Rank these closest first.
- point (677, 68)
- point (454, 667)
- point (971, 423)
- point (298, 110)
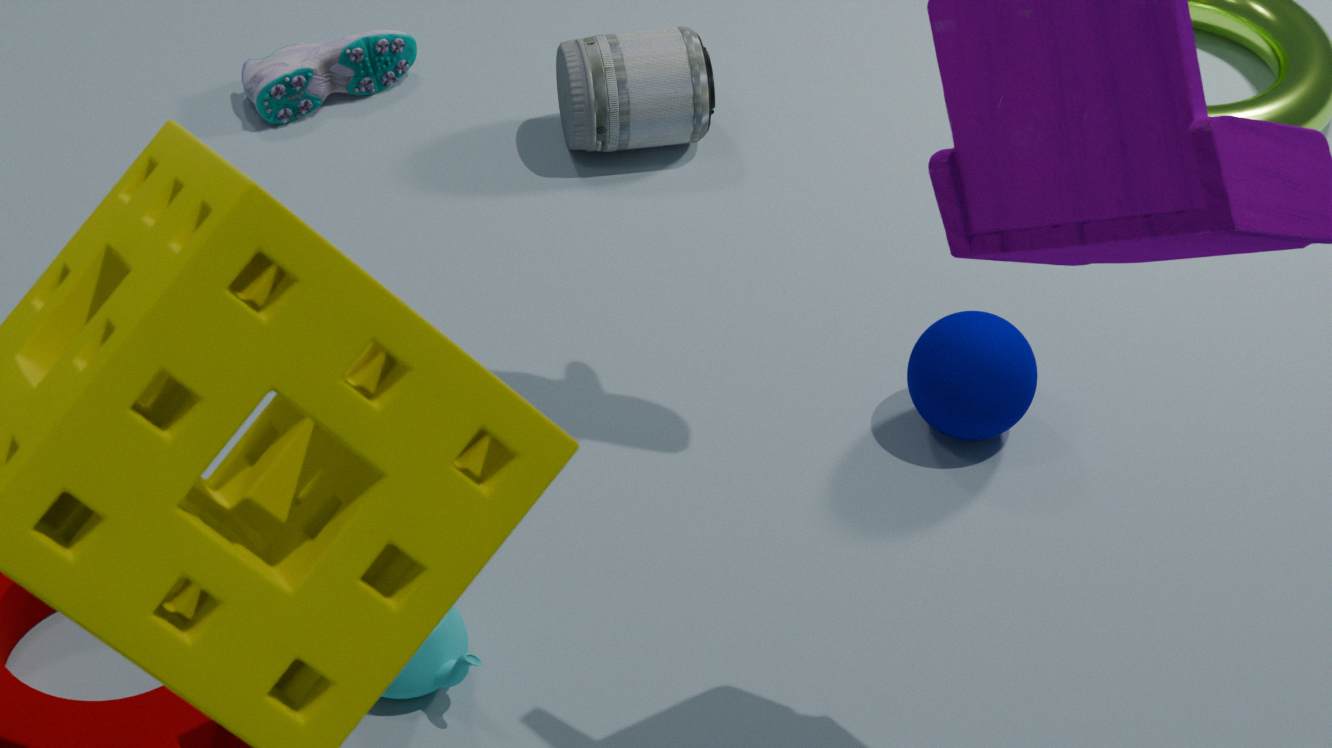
point (454, 667), point (971, 423), point (677, 68), point (298, 110)
